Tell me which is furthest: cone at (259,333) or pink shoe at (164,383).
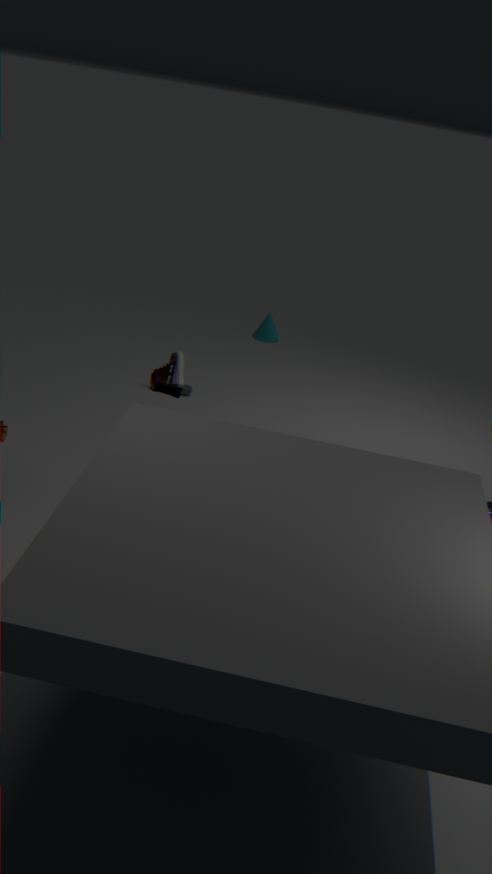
cone at (259,333)
